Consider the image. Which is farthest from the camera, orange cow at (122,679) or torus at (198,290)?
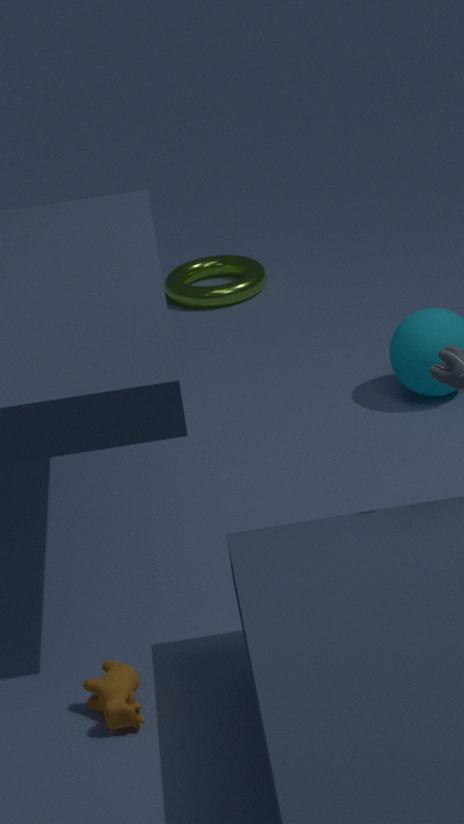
torus at (198,290)
